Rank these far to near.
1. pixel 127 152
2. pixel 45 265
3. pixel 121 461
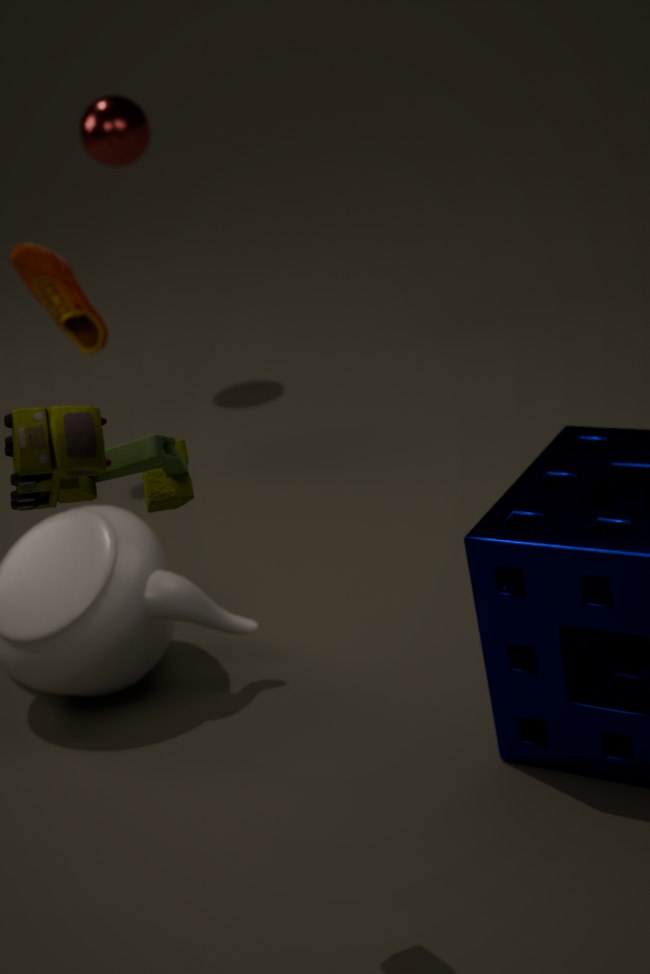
1. pixel 127 152
2. pixel 45 265
3. pixel 121 461
